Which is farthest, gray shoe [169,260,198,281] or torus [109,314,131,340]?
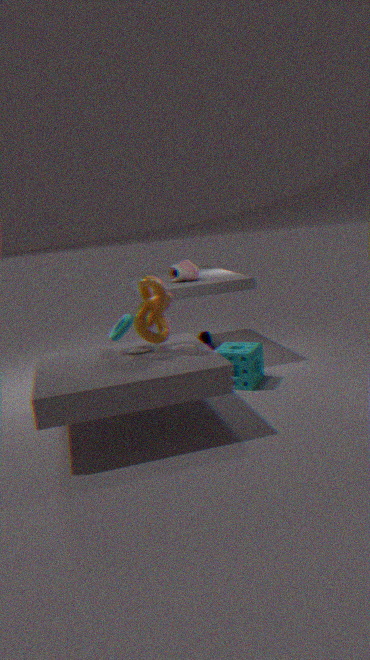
gray shoe [169,260,198,281]
